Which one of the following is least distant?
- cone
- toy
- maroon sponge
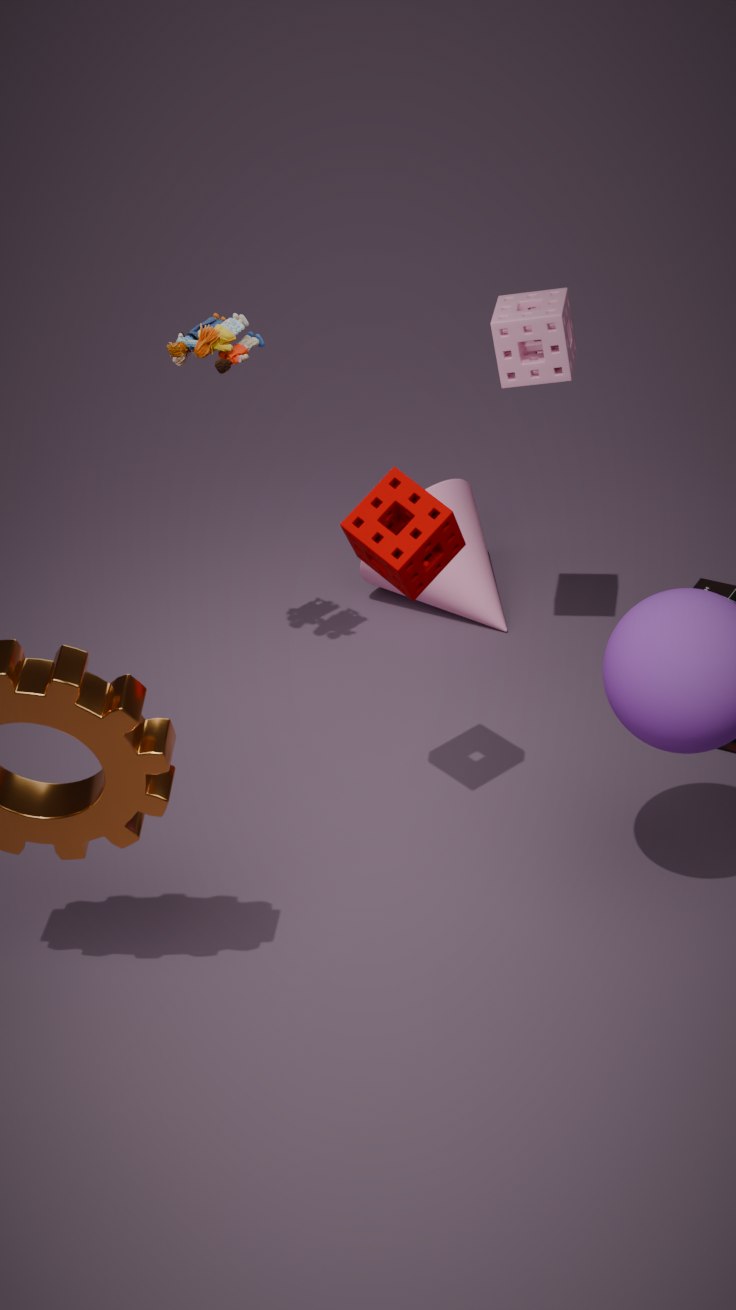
maroon sponge
